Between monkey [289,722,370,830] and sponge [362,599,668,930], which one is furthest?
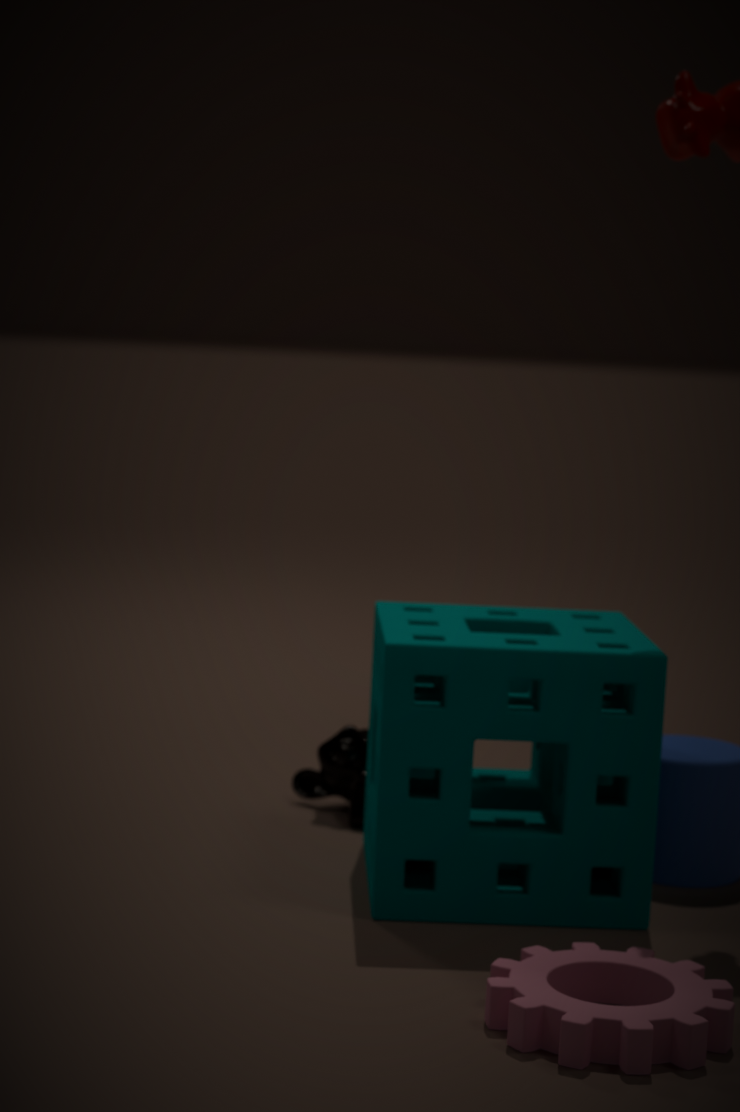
monkey [289,722,370,830]
